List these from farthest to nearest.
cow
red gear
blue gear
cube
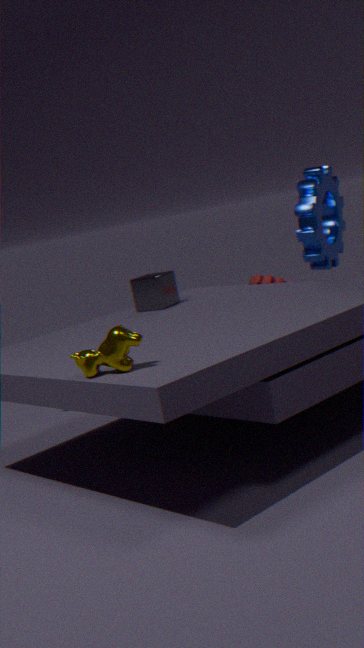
red gear, cube, blue gear, cow
